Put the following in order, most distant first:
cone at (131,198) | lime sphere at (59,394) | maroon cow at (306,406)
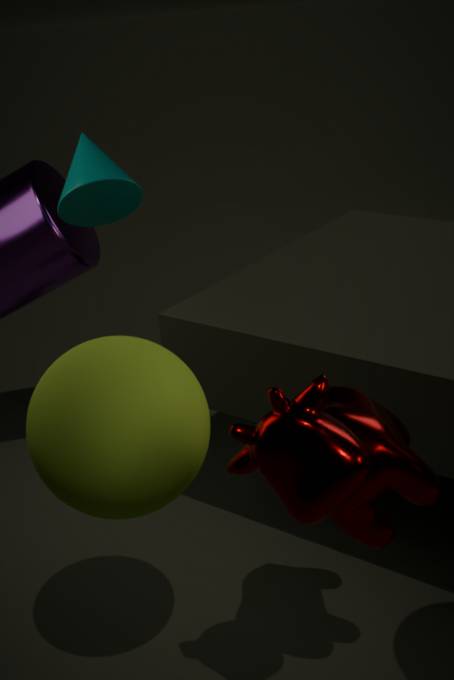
cone at (131,198) < lime sphere at (59,394) < maroon cow at (306,406)
